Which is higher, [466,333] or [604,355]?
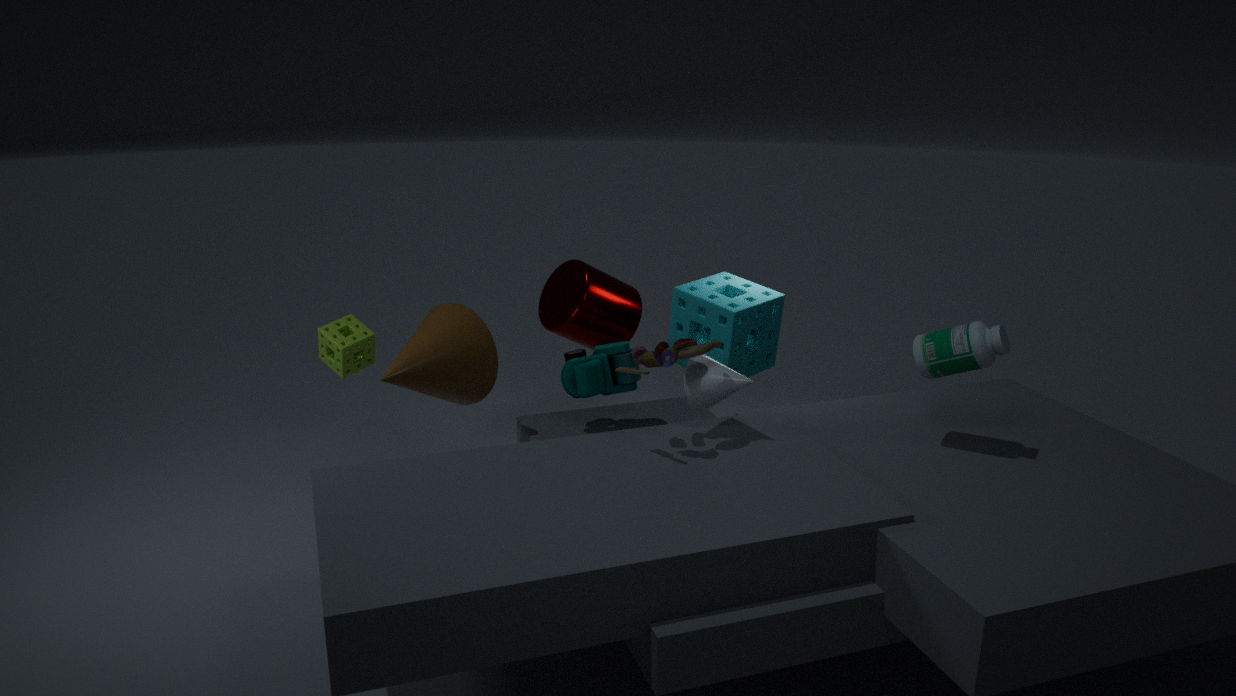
[466,333]
